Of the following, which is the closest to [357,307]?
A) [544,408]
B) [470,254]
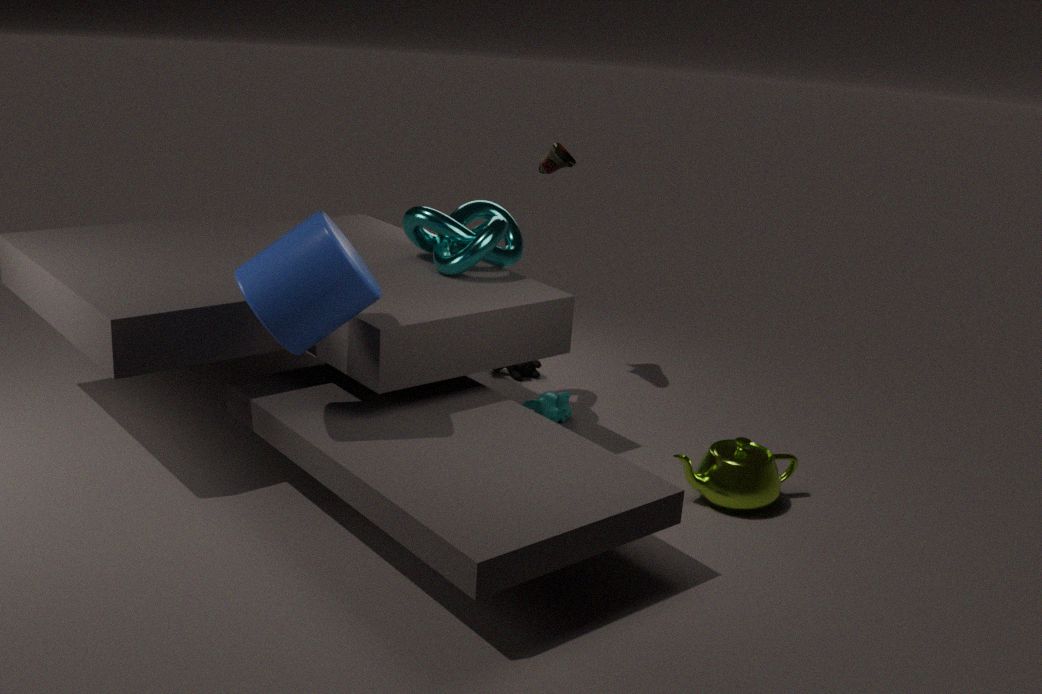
[470,254]
